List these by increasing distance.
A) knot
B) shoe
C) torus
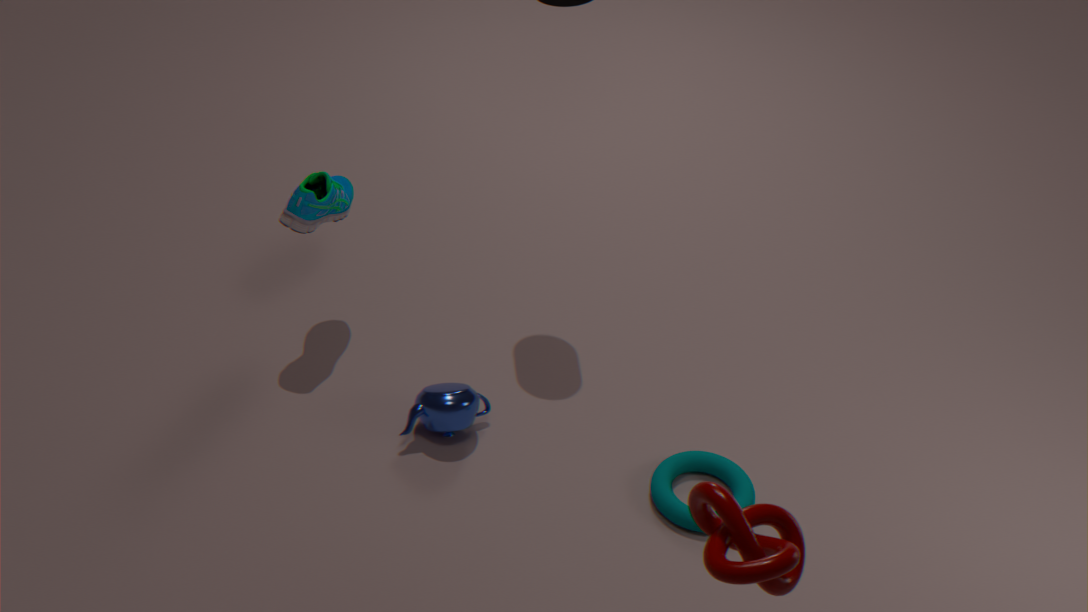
knot → torus → shoe
